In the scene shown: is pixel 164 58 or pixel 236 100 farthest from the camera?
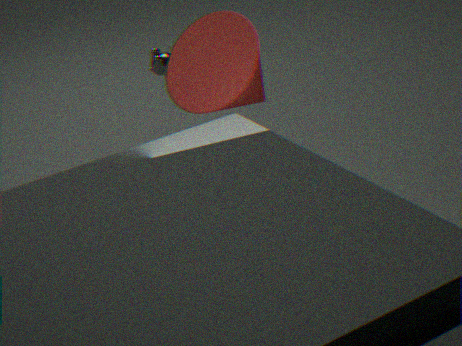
pixel 164 58
